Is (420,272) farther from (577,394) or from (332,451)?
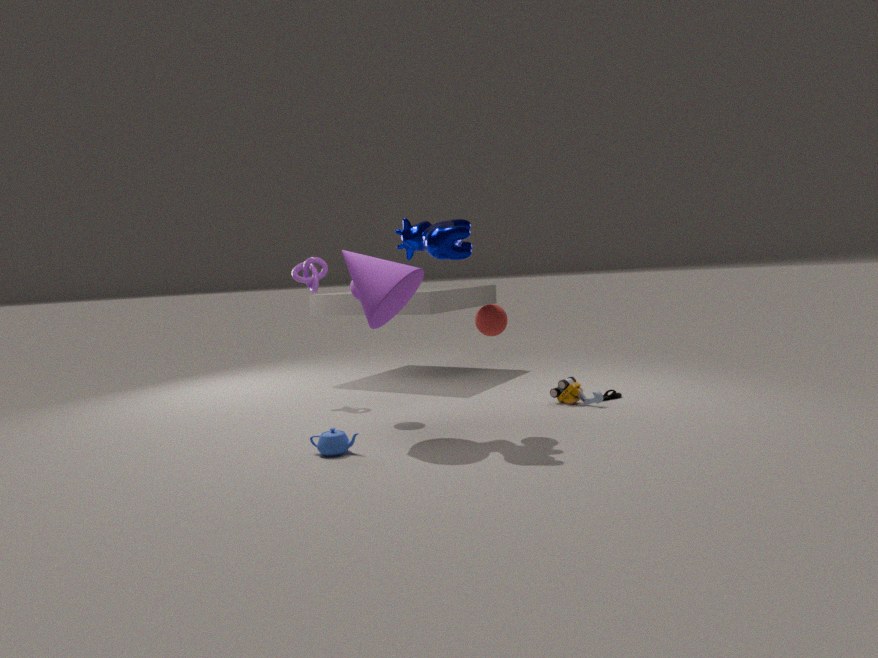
(577,394)
